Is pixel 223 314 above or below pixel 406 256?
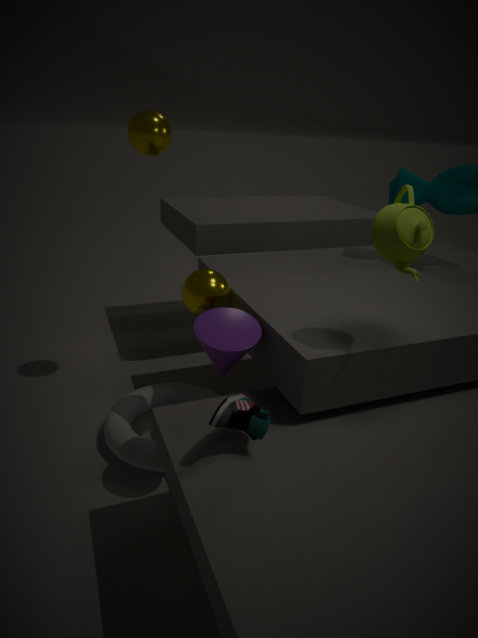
below
